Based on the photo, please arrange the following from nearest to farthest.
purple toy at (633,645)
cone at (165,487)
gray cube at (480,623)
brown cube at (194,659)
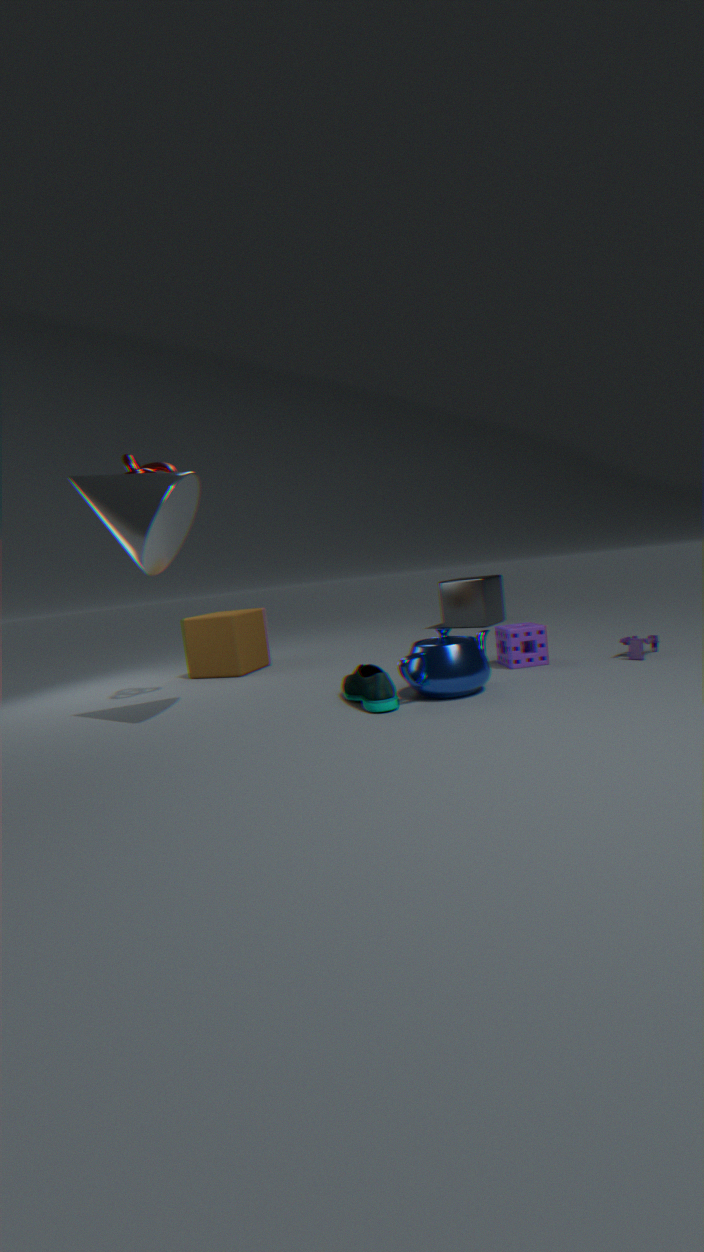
cone at (165,487), purple toy at (633,645), brown cube at (194,659), gray cube at (480,623)
